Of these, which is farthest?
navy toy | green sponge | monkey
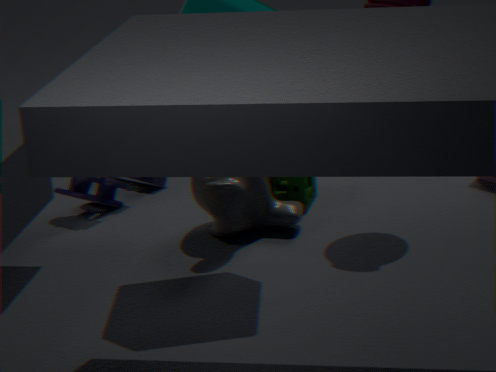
navy toy
